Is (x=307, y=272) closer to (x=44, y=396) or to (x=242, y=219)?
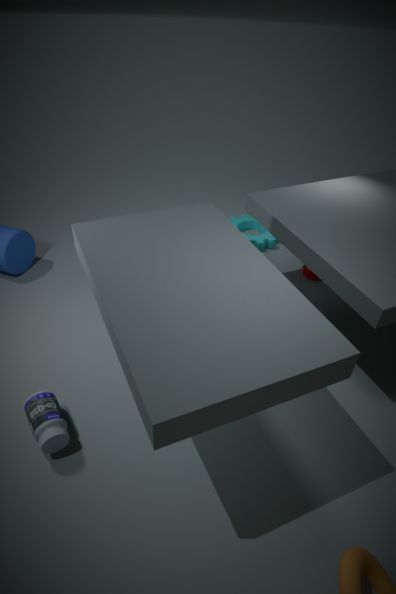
(x=242, y=219)
